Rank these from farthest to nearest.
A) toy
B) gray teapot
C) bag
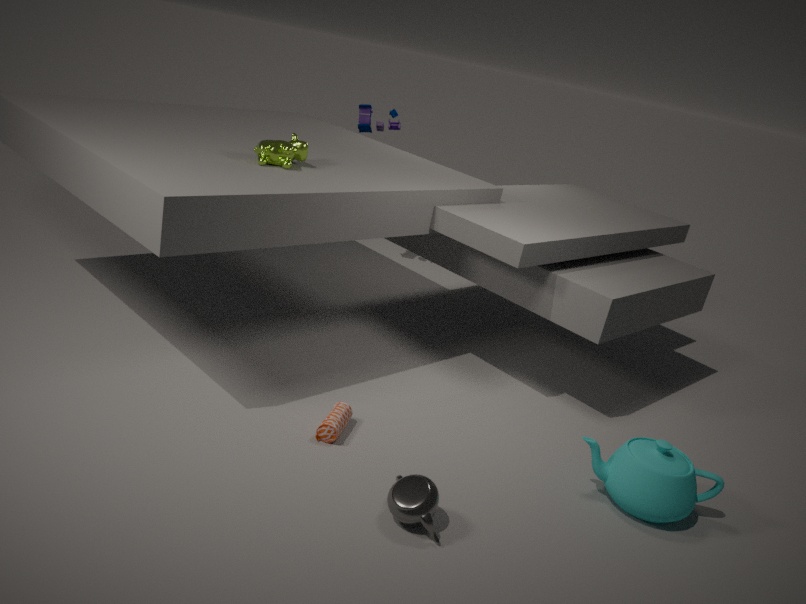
toy → bag → gray teapot
